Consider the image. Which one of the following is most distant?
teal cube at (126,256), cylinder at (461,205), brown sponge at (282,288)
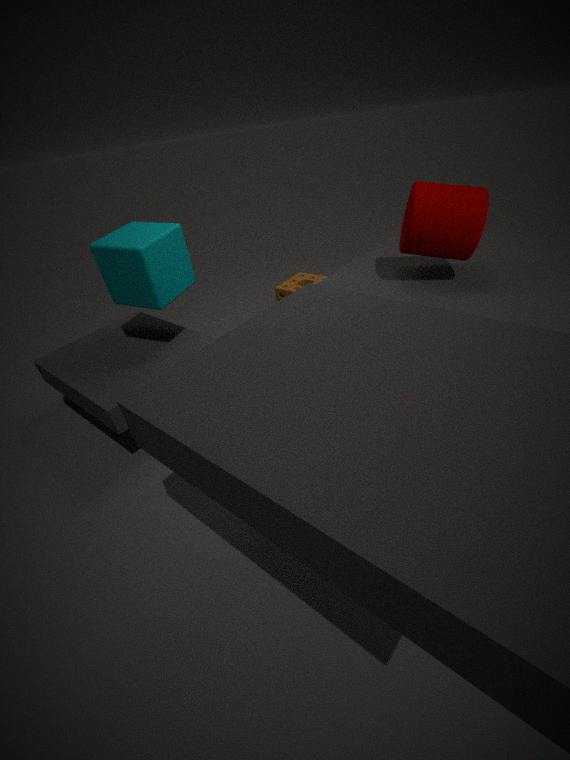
brown sponge at (282,288)
